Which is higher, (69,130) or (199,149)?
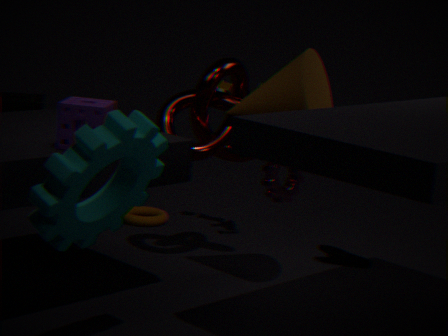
(69,130)
